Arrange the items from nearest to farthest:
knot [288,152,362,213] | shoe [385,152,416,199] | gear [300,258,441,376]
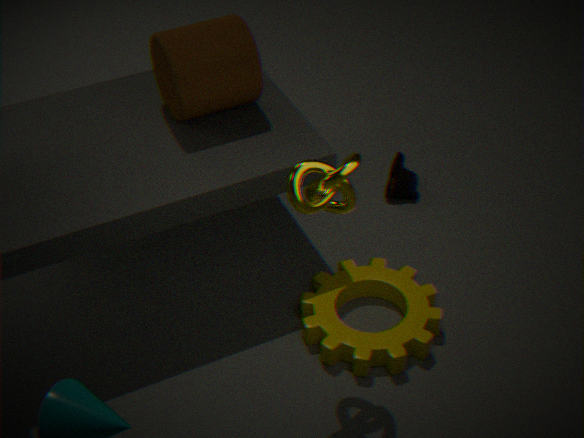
knot [288,152,362,213]
gear [300,258,441,376]
shoe [385,152,416,199]
